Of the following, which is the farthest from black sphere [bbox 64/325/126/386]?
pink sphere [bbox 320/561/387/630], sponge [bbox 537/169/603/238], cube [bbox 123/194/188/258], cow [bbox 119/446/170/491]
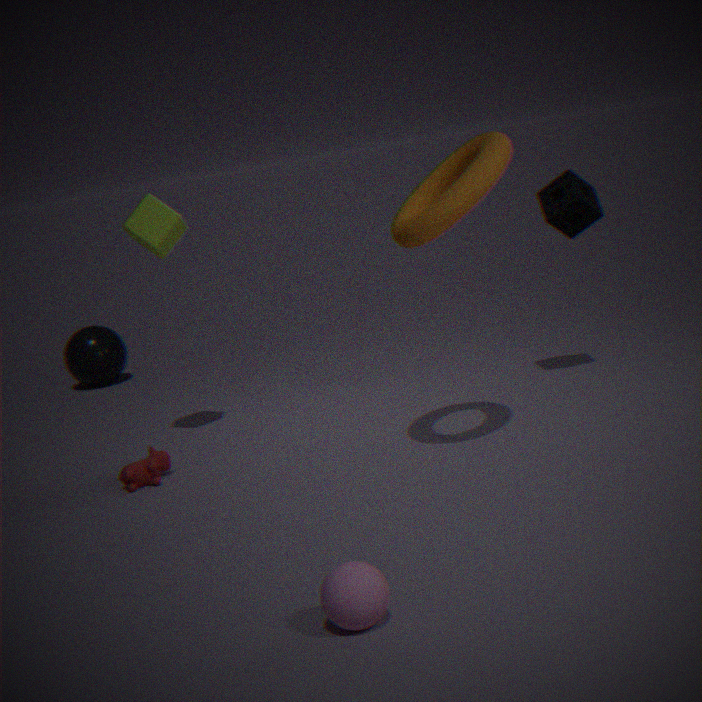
pink sphere [bbox 320/561/387/630]
